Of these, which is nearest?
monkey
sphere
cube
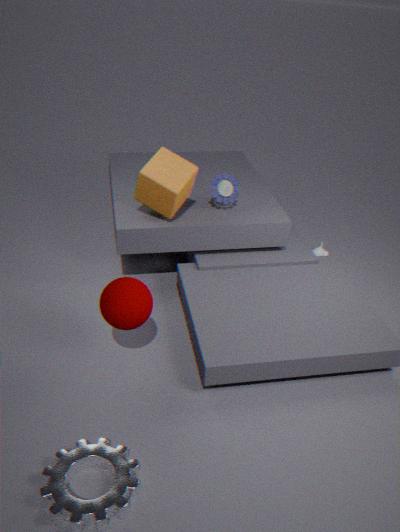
sphere
